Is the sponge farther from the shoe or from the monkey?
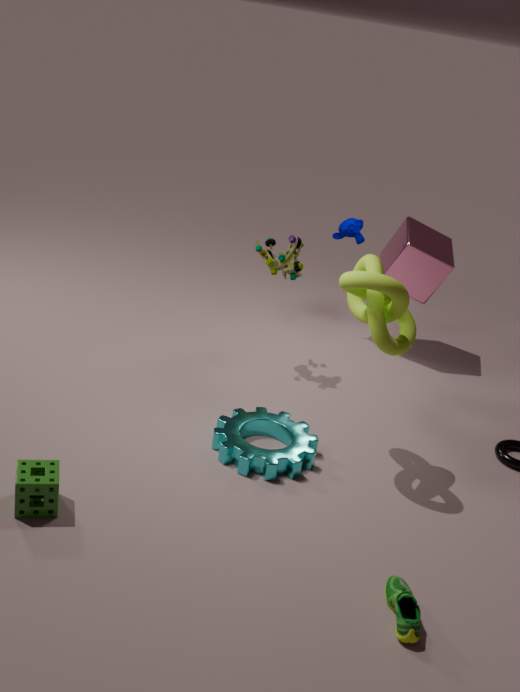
the monkey
